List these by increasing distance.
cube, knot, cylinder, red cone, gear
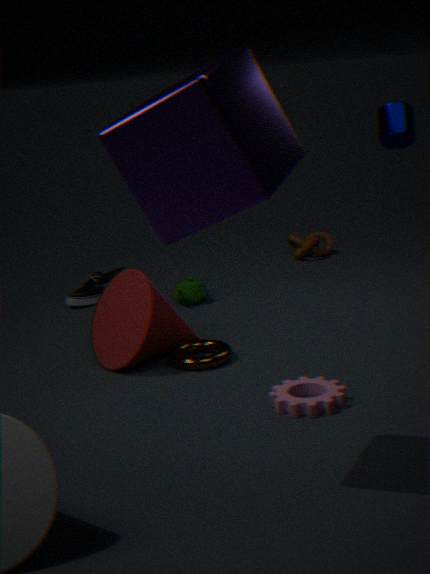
cube → gear → red cone → cylinder → knot
